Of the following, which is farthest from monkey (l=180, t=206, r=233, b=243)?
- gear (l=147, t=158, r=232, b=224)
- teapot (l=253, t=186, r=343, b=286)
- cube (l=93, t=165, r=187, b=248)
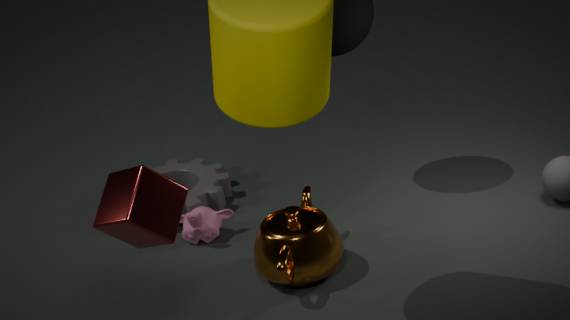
cube (l=93, t=165, r=187, b=248)
